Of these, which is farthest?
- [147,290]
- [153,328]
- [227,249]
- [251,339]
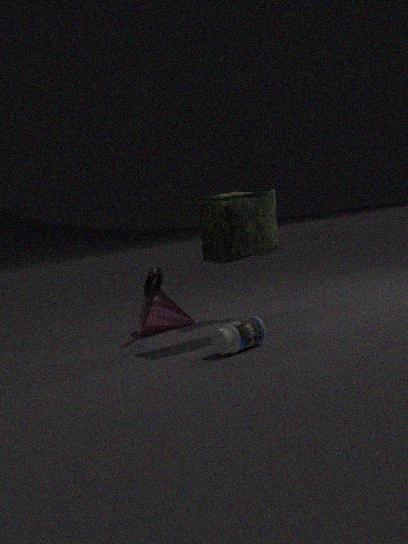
[153,328]
